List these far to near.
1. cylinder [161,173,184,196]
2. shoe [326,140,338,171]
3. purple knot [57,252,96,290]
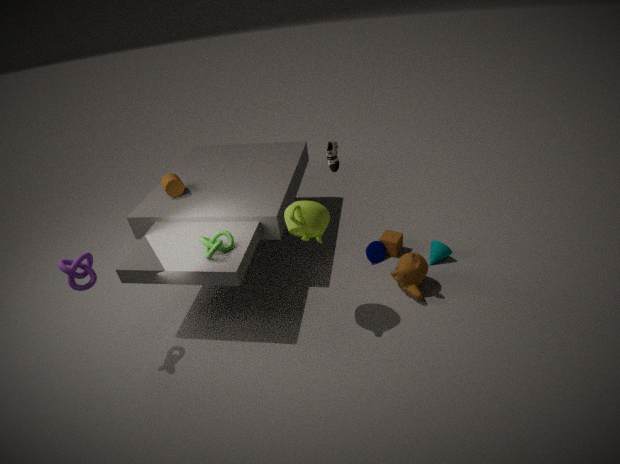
cylinder [161,173,184,196], shoe [326,140,338,171], purple knot [57,252,96,290]
